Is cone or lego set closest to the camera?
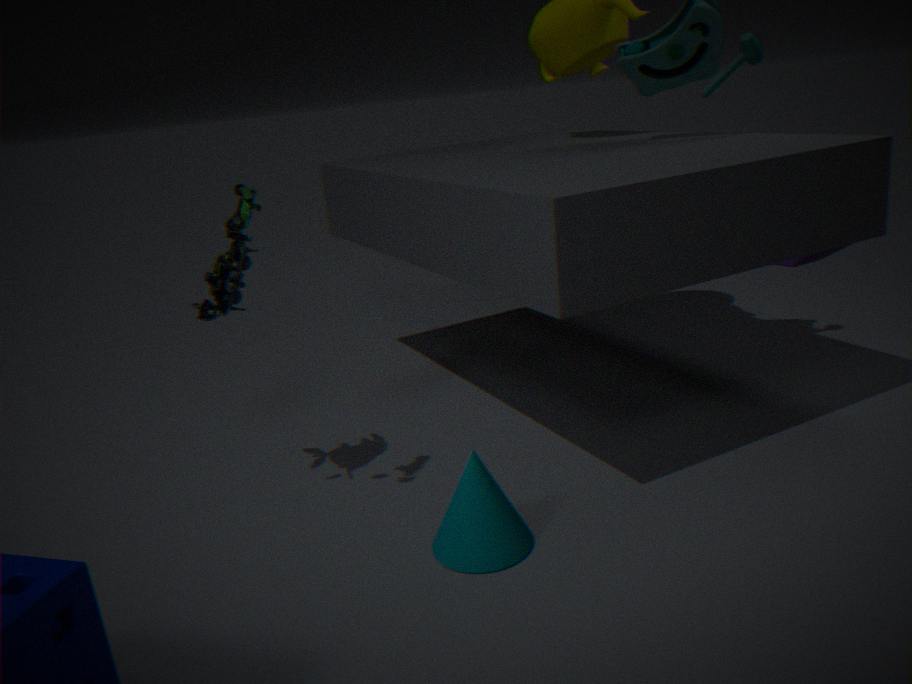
cone
